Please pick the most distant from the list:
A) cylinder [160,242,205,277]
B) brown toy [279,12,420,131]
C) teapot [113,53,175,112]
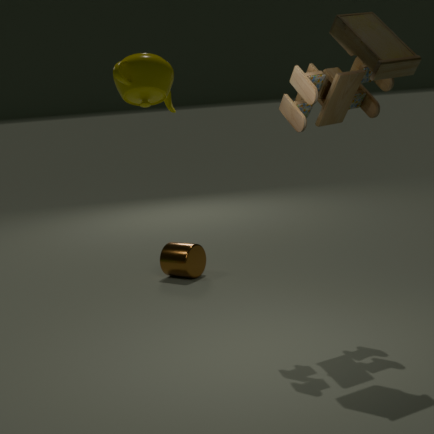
cylinder [160,242,205,277]
